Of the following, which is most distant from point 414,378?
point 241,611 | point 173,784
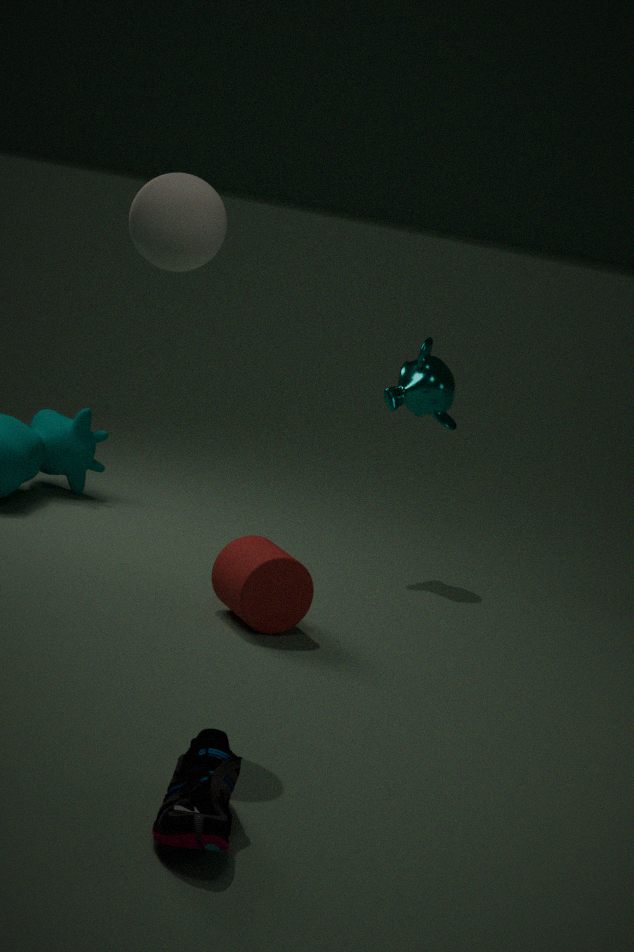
point 173,784
